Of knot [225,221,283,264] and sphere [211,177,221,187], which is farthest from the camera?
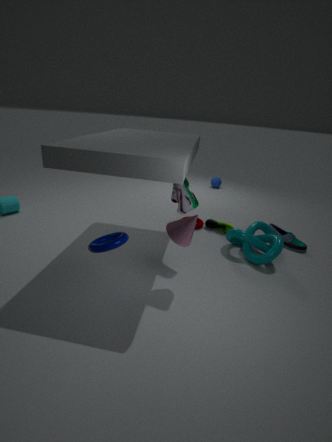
sphere [211,177,221,187]
